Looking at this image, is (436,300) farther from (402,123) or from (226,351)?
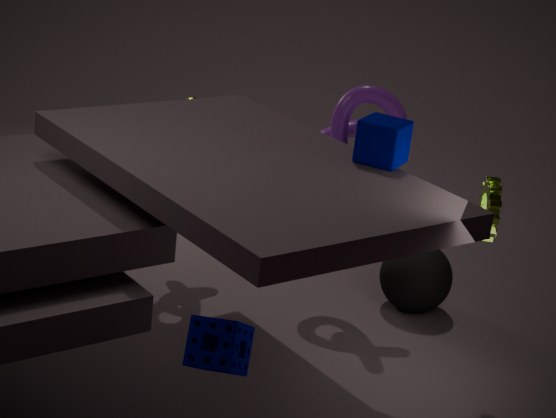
(226,351)
